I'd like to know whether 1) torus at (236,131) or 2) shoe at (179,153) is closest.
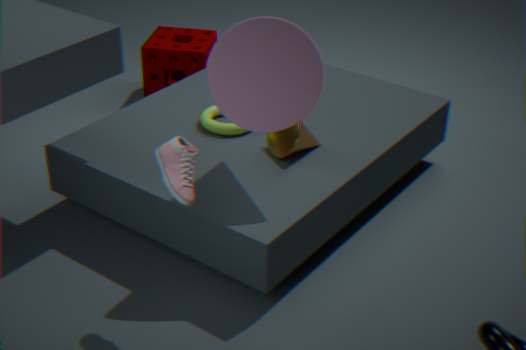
2. shoe at (179,153)
